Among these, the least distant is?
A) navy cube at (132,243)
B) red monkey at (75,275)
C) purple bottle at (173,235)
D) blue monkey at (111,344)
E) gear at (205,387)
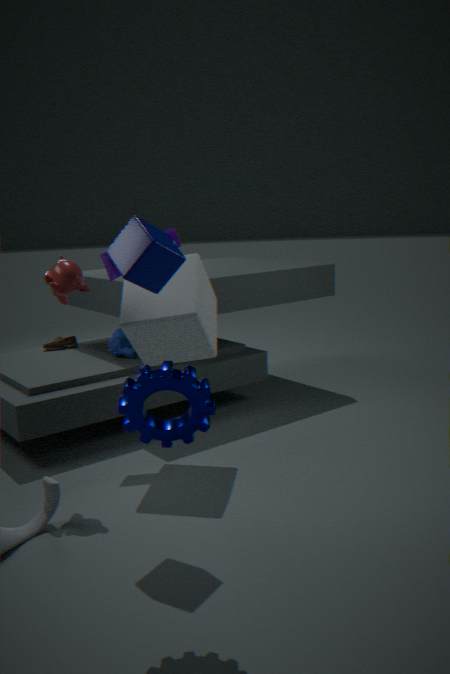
E. gear at (205,387)
